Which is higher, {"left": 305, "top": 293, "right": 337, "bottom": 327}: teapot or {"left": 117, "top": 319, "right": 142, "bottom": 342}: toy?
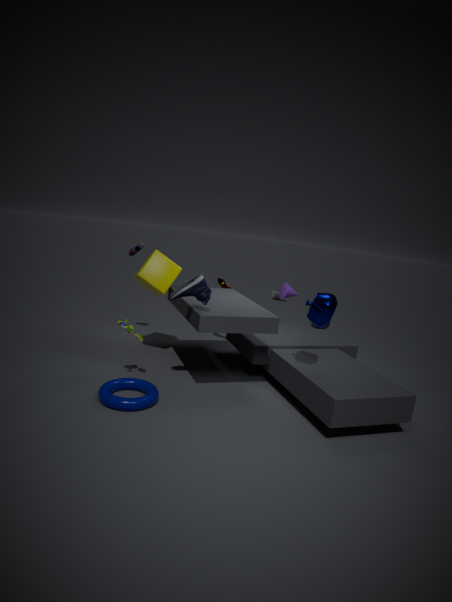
{"left": 305, "top": 293, "right": 337, "bottom": 327}: teapot
